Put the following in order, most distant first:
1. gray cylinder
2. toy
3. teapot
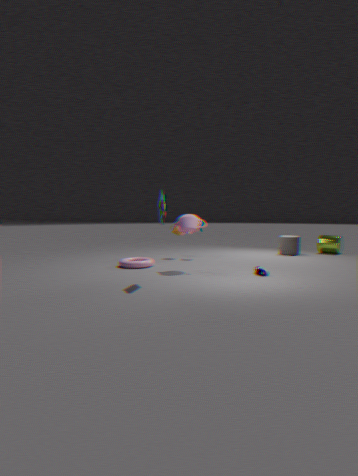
gray cylinder → teapot → toy
